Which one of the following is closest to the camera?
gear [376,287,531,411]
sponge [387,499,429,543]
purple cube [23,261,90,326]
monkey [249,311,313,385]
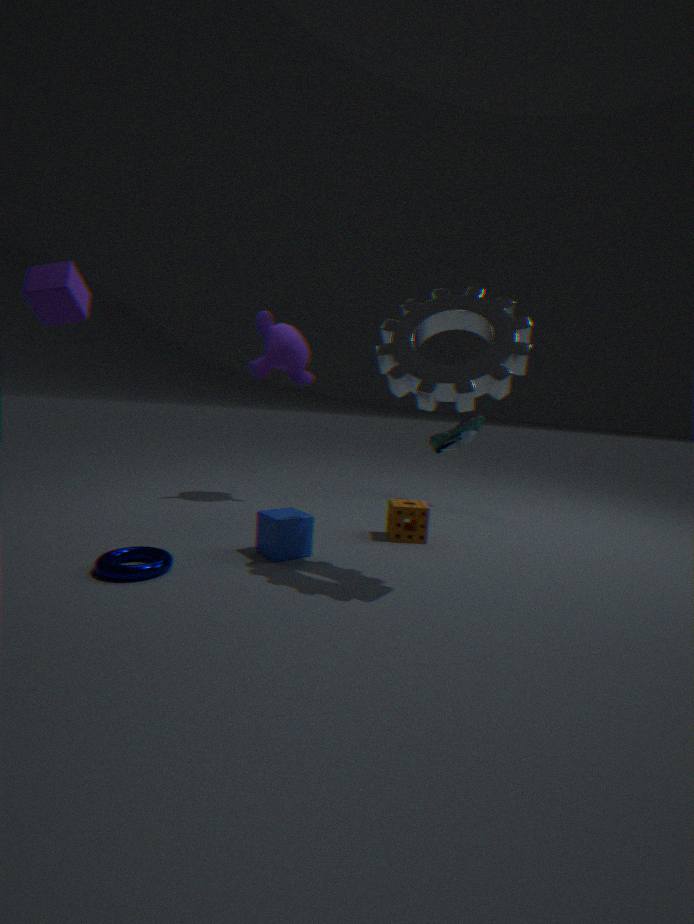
gear [376,287,531,411]
